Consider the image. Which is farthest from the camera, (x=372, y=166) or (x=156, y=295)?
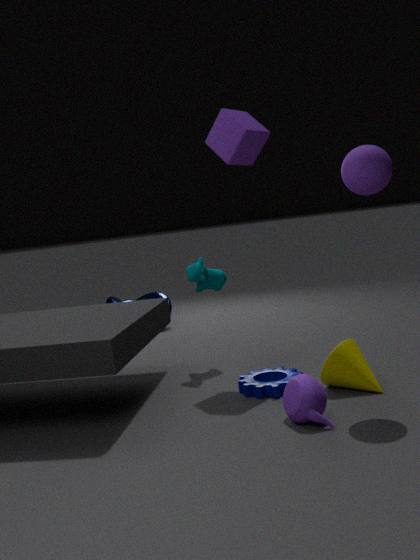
(x=156, y=295)
